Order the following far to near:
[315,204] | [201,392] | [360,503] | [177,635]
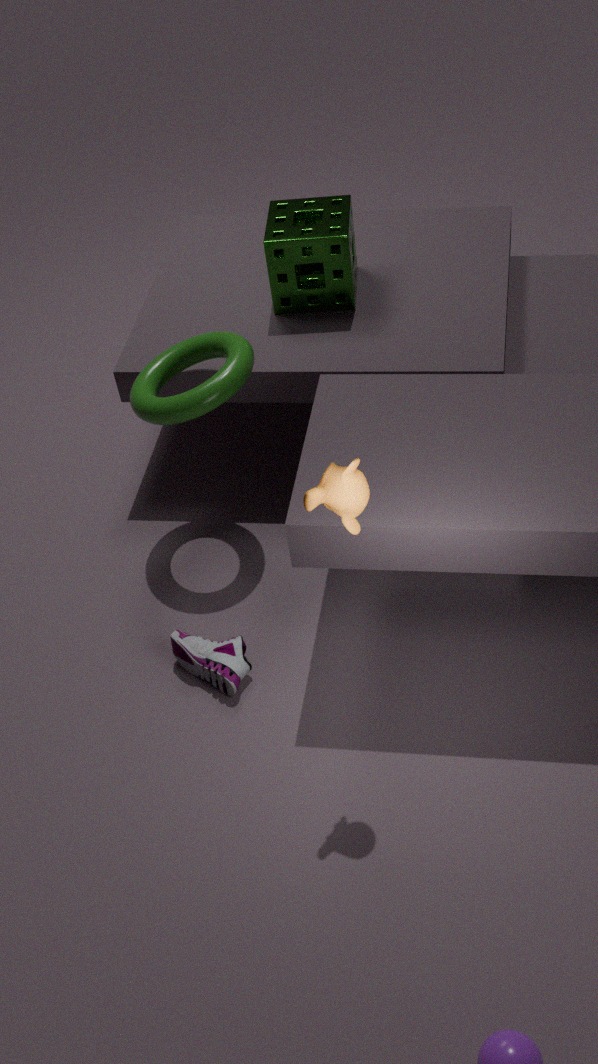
[315,204]
[177,635]
[201,392]
[360,503]
